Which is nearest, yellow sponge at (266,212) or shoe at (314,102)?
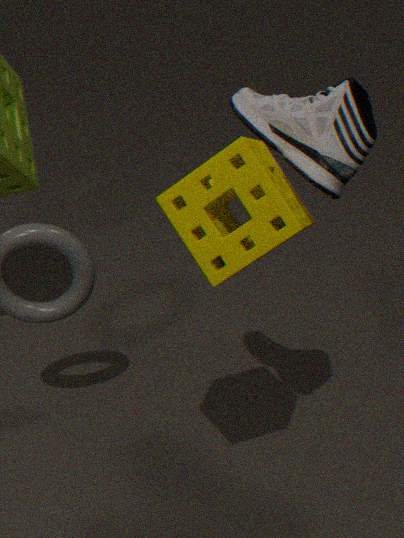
yellow sponge at (266,212)
